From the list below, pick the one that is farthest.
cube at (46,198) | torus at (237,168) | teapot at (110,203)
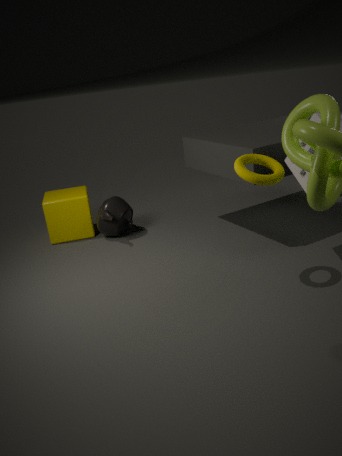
cube at (46,198)
